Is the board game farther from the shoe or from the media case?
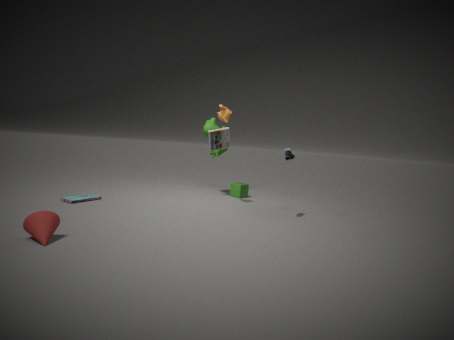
the shoe
